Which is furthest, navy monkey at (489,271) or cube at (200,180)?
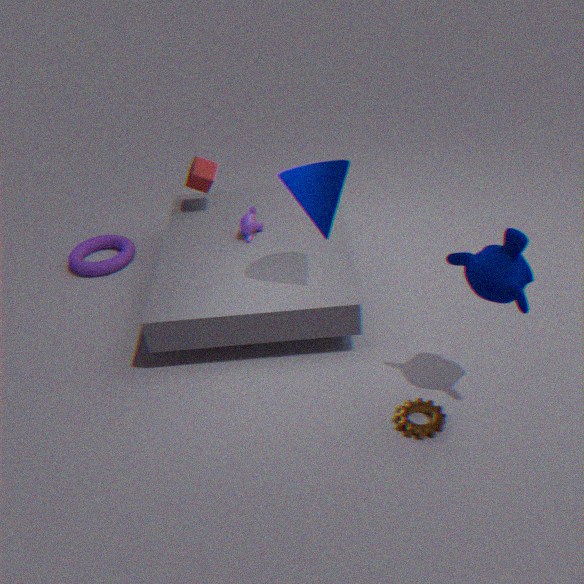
cube at (200,180)
